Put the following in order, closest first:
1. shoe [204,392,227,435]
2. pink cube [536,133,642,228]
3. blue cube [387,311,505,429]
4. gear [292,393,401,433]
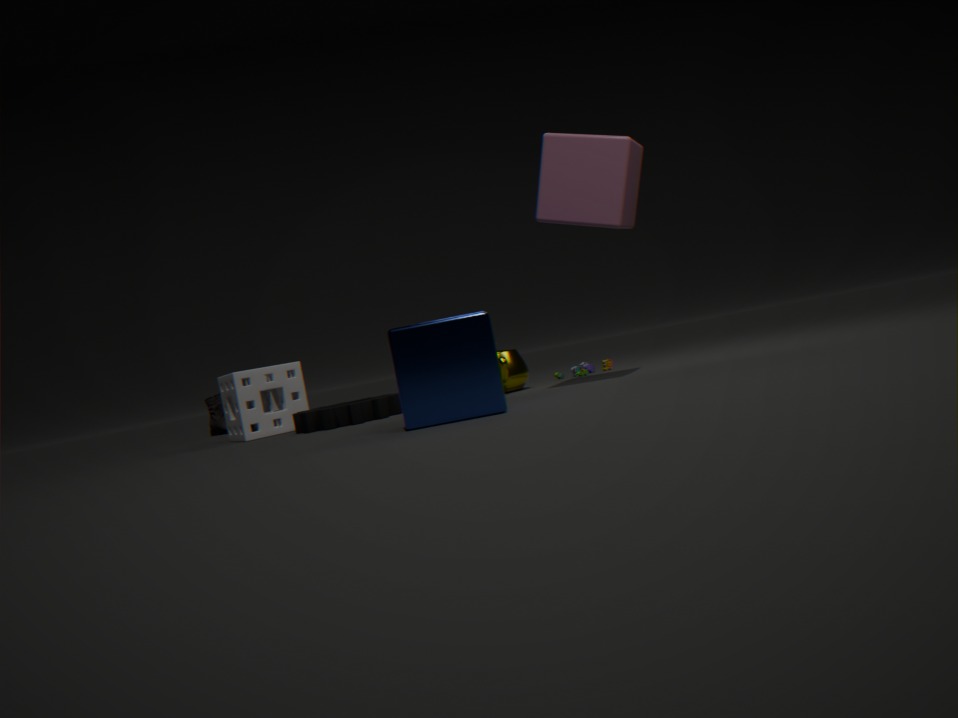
blue cube [387,311,505,429] → pink cube [536,133,642,228] → gear [292,393,401,433] → shoe [204,392,227,435]
